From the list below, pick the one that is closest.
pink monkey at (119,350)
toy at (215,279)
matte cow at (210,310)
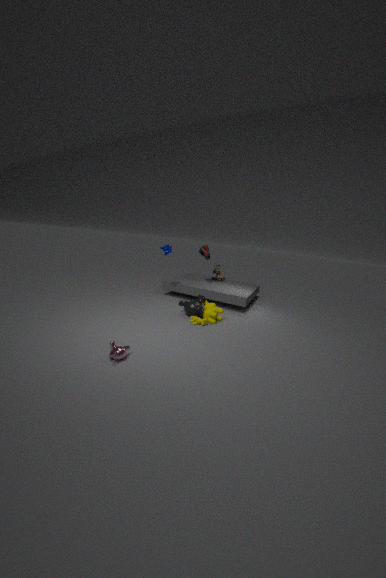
pink monkey at (119,350)
